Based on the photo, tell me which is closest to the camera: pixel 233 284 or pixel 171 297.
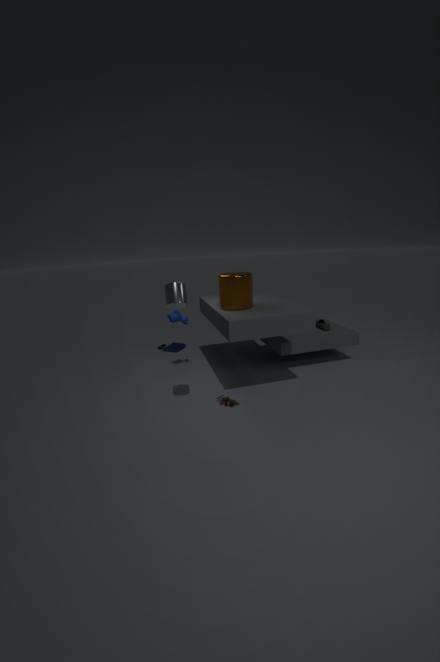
pixel 171 297
